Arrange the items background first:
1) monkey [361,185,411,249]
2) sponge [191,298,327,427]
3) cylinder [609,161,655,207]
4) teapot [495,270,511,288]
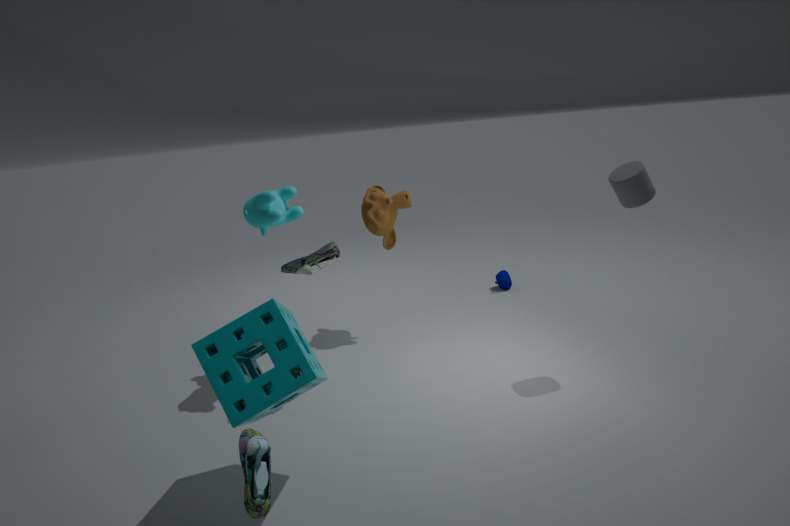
4. teapot [495,270,511,288] < 1. monkey [361,185,411,249] < 3. cylinder [609,161,655,207] < 2. sponge [191,298,327,427]
